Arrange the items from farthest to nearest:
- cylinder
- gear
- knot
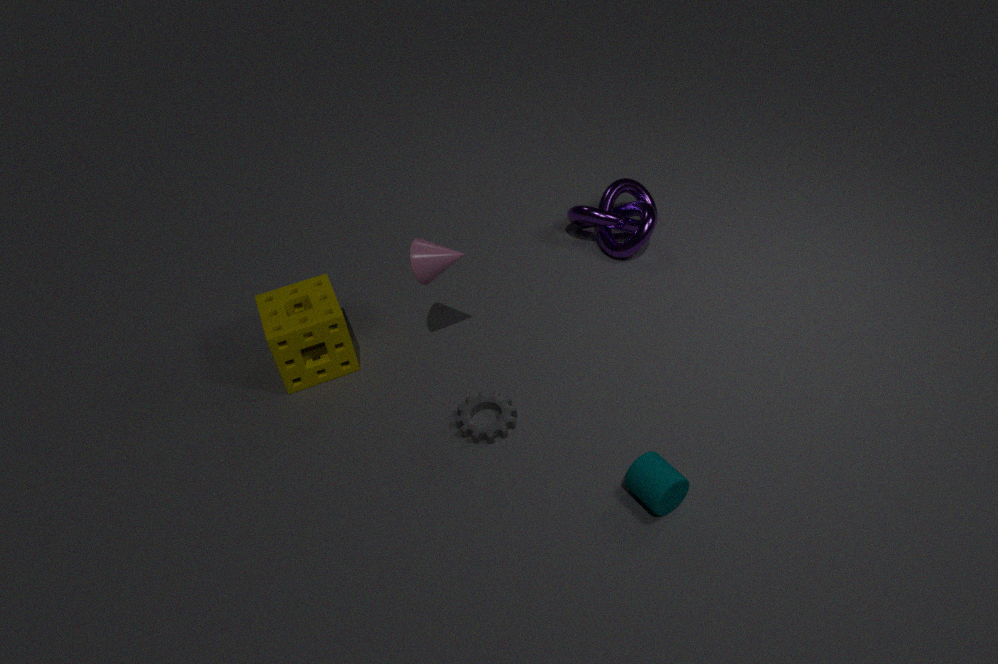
knot, gear, cylinder
